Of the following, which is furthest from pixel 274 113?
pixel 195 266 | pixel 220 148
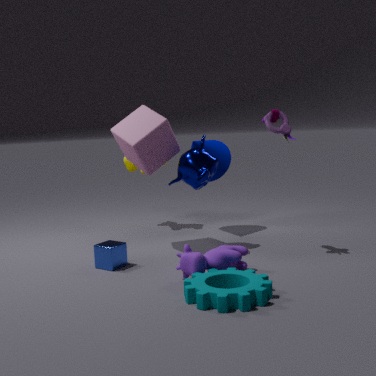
pixel 195 266
